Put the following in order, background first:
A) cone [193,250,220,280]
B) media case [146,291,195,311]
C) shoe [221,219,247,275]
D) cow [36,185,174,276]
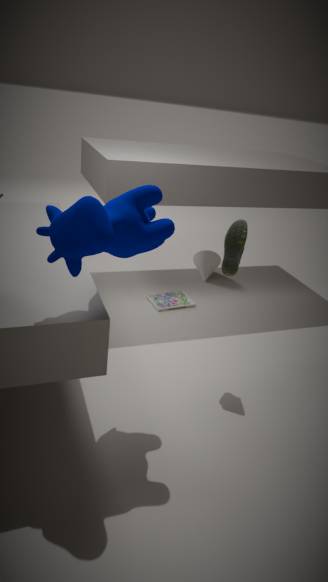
cone [193,250,220,280]
media case [146,291,195,311]
shoe [221,219,247,275]
cow [36,185,174,276]
